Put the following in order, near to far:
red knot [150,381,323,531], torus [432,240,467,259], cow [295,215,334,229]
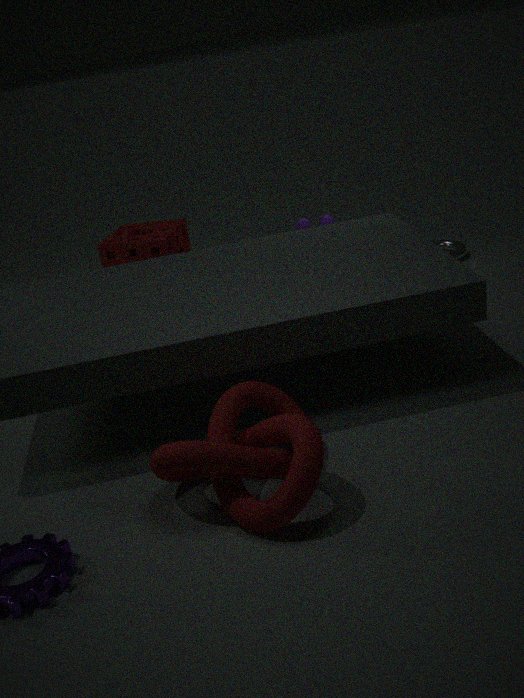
1. red knot [150,381,323,531]
2. cow [295,215,334,229]
3. torus [432,240,467,259]
